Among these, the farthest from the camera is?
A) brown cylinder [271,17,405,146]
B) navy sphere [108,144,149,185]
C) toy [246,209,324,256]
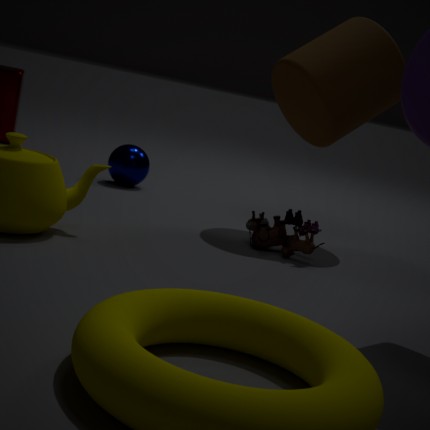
B. navy sphere [108,144,149,185]
